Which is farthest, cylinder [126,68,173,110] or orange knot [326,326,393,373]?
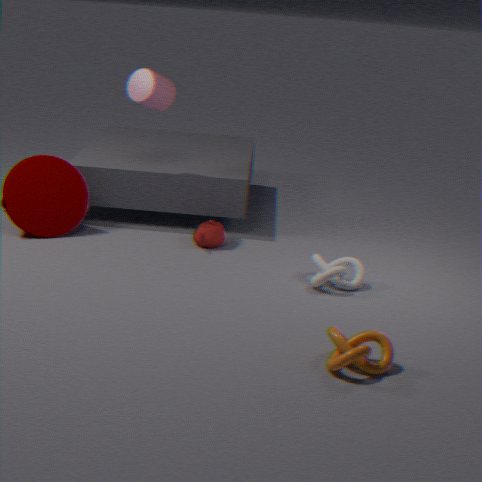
cylinder [126,68,173,110]
